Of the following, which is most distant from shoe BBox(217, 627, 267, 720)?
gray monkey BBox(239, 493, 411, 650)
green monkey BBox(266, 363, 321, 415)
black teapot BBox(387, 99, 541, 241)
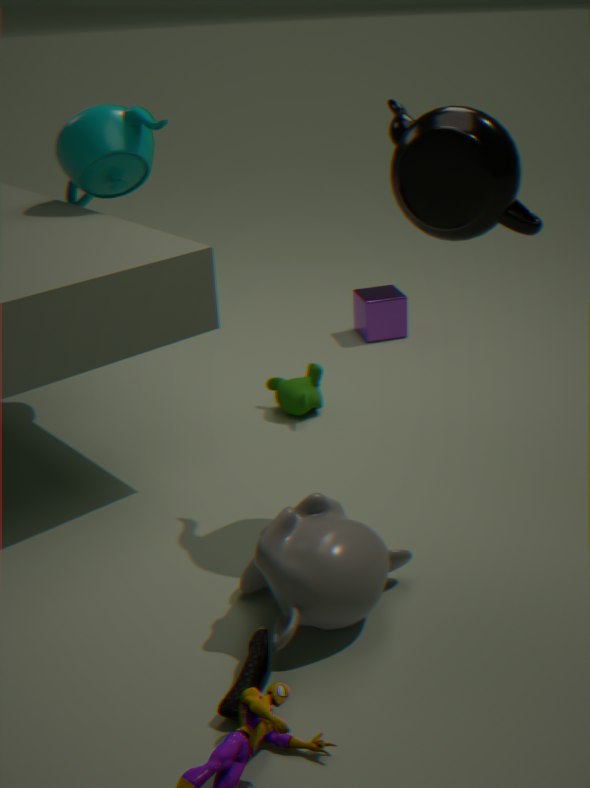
green monkey BBox(266, 363, 321, 415)
